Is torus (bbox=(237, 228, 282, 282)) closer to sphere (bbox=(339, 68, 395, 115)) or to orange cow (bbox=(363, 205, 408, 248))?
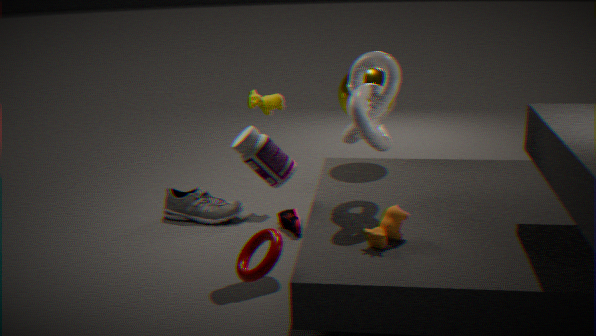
orange cow (bbox=(363, 205, 408, 248))
